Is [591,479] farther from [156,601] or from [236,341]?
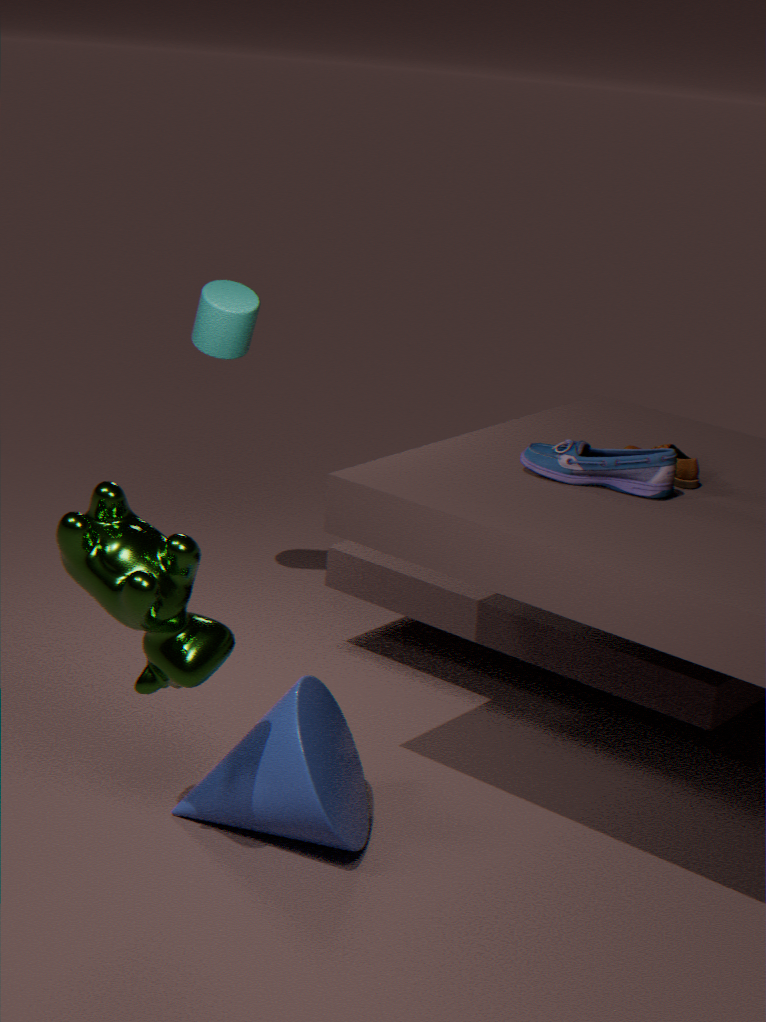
[236,341]
